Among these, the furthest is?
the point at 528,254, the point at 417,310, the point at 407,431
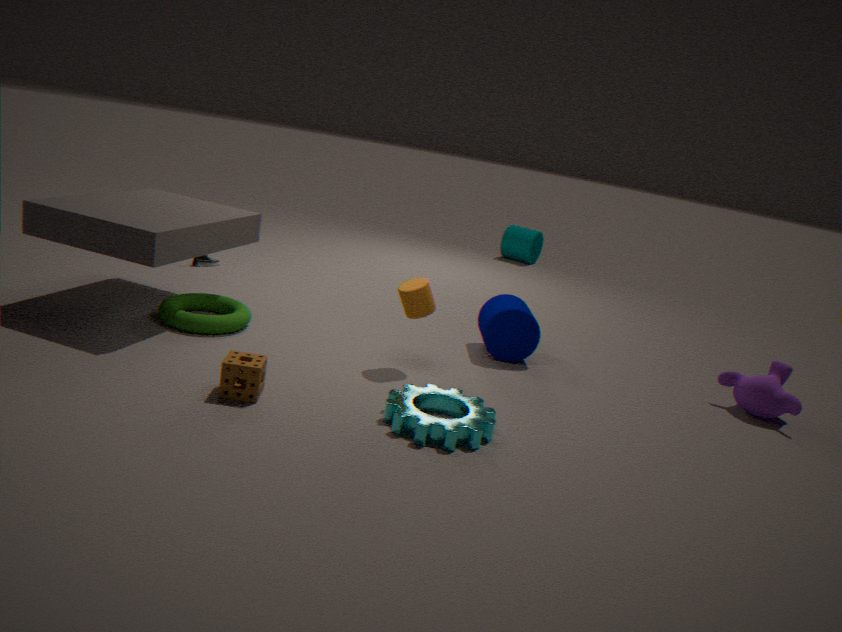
the point at 528,254
